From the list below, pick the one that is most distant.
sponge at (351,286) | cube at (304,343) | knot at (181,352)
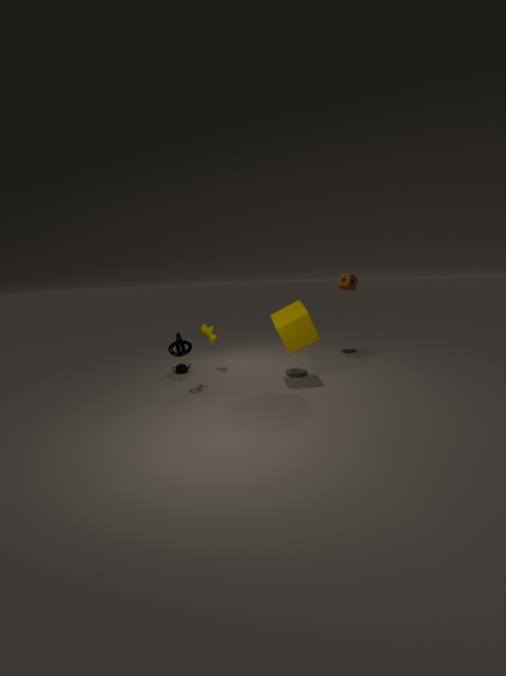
sponge at (351,286)
